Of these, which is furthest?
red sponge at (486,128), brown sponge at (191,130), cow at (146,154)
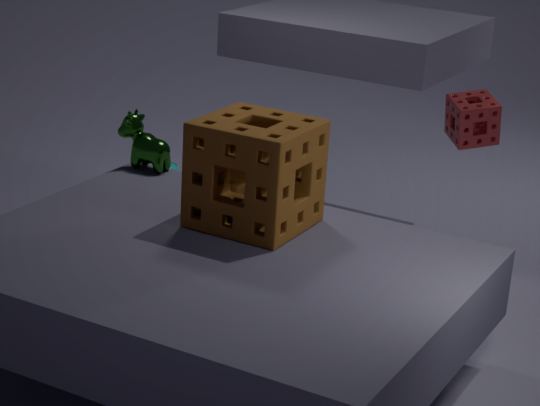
red sponge at (486,128)
